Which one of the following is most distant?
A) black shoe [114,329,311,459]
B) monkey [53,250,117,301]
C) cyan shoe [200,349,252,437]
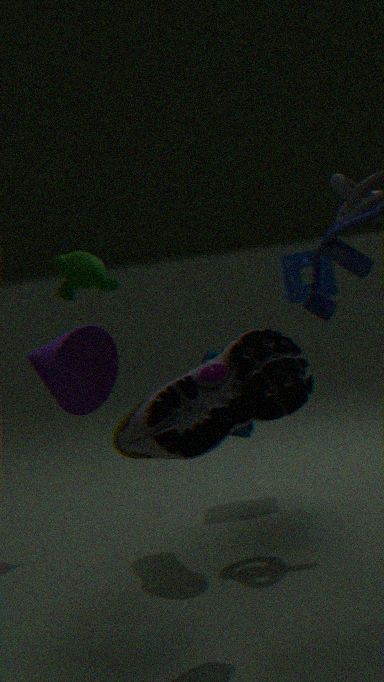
monkey [53,250,117,301]
